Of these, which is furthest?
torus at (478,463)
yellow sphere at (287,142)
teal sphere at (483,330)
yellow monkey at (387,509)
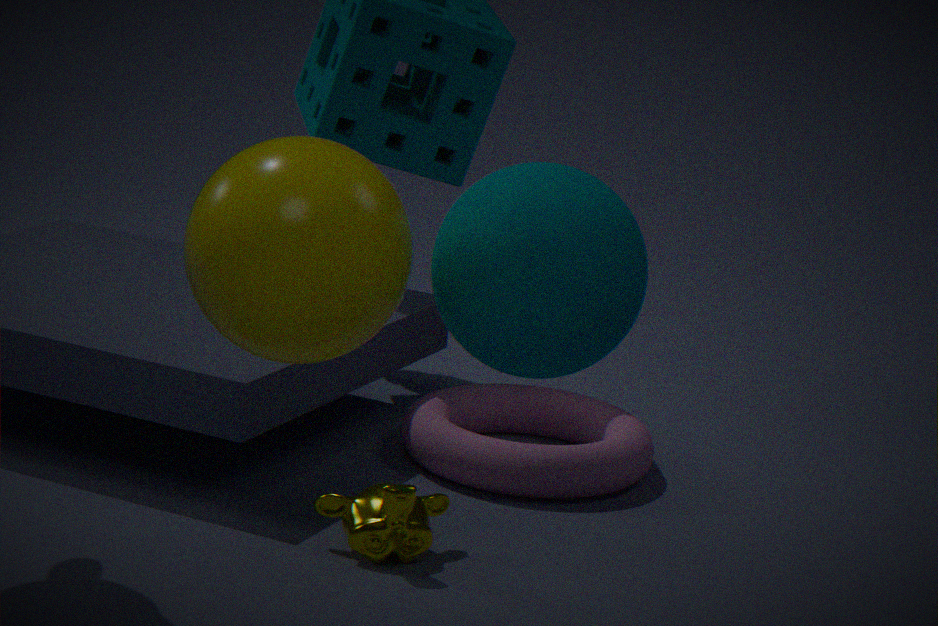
torus at (478,463)
